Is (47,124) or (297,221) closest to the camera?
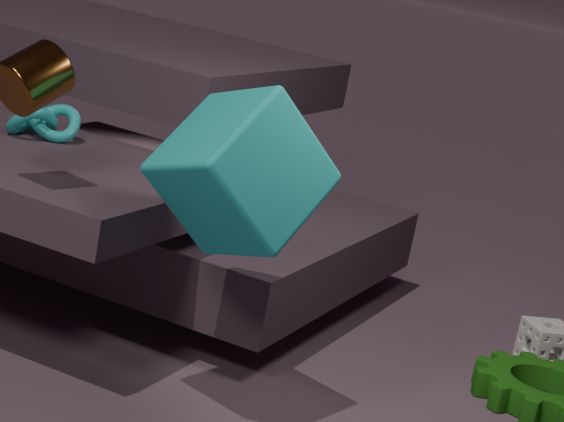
(297,221)
